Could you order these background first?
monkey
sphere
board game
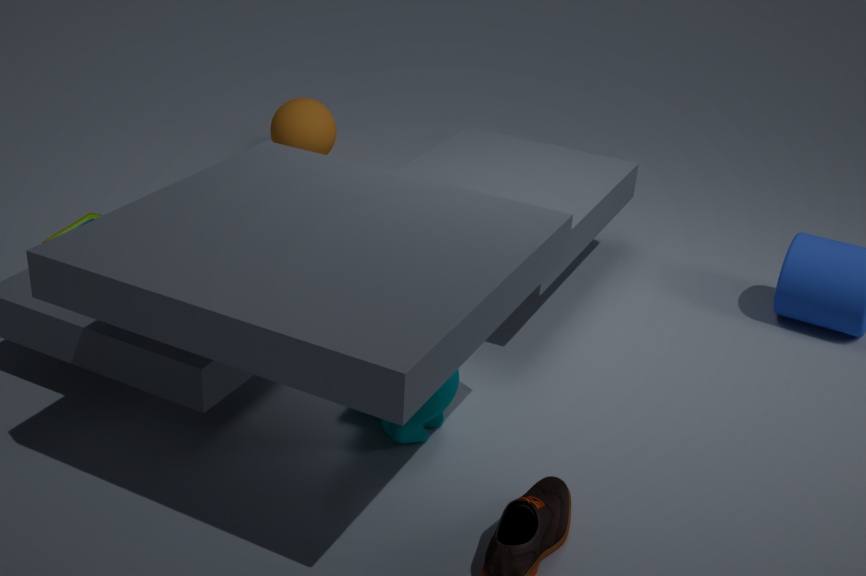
sphere < board game < monkey
